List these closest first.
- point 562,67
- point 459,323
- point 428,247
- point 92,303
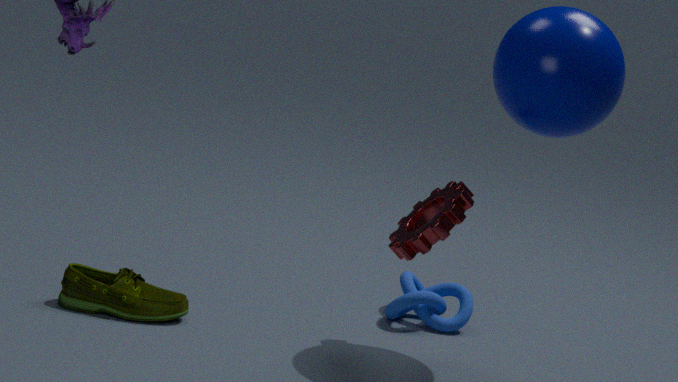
point 562,67
point 428,247
point 92,303
point 459,323
